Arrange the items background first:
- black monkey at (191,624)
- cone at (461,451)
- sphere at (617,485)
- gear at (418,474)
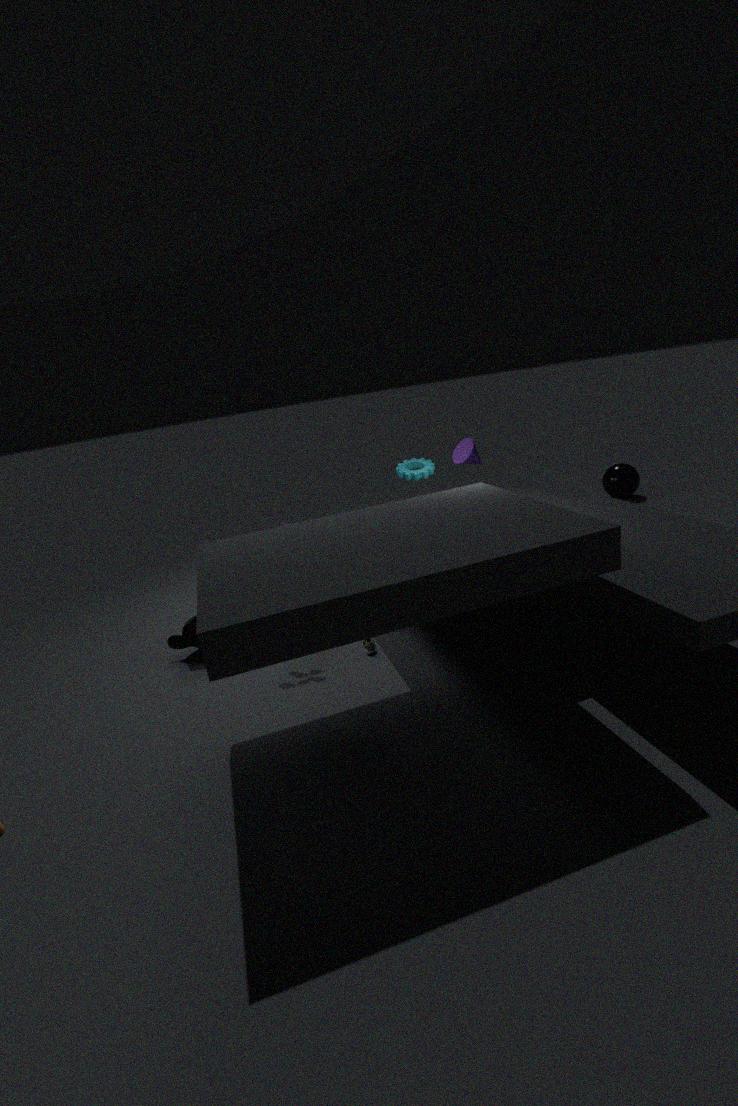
sphere at (617,485) < cone at (461,451) < gear at (418,474) < black monkey at (191,624)
